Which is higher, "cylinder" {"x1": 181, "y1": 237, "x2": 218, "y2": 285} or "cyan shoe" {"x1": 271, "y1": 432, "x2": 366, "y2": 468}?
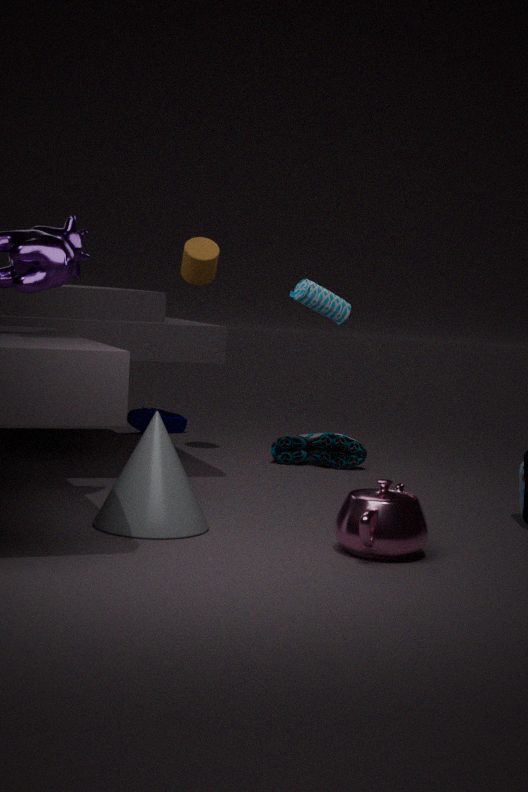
"cylinder" {"x1": 181, "y1": 237, "x2": 218, "y2": 285}
